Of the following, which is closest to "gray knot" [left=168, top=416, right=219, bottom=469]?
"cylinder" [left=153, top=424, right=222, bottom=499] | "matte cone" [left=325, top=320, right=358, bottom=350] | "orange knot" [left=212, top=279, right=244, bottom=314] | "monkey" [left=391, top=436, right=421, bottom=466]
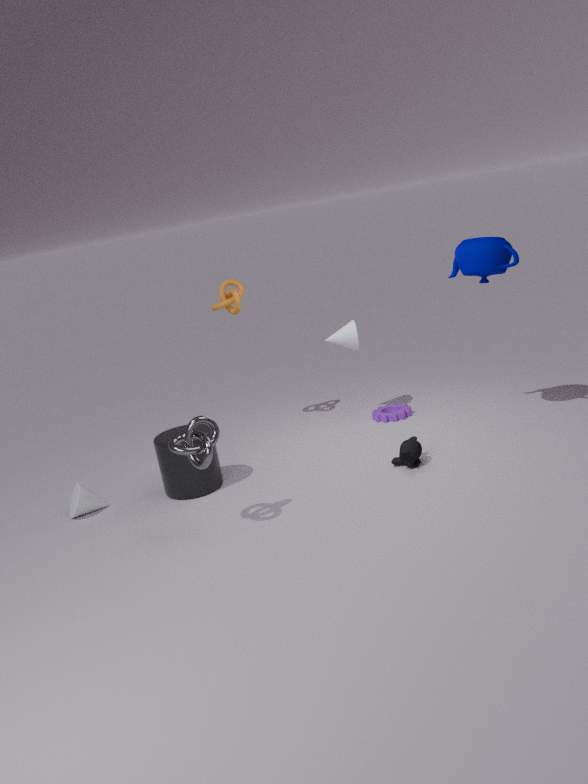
"cylinder" [left=153, top=424, right=222, bottom=499]
